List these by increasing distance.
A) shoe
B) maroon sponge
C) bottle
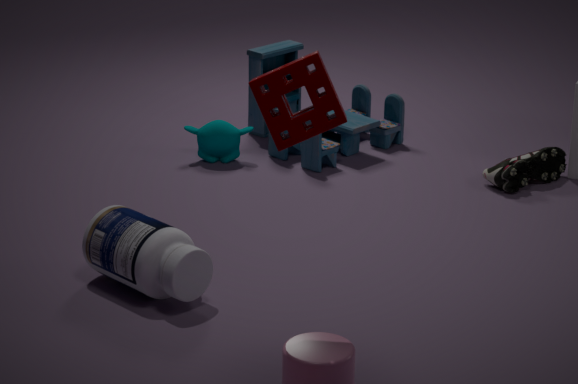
maroon sponge
bottle
shoe
